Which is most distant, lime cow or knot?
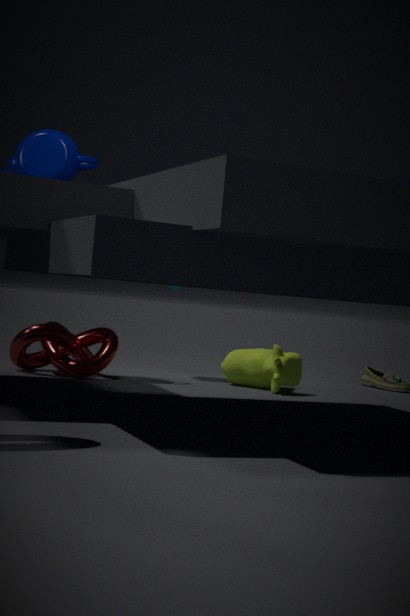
lime cow
